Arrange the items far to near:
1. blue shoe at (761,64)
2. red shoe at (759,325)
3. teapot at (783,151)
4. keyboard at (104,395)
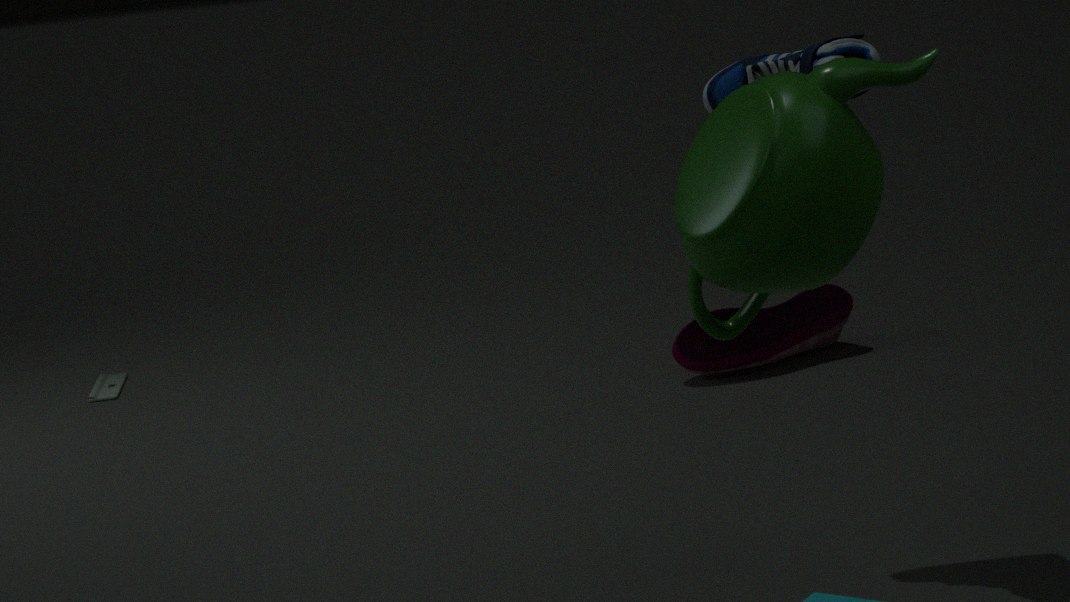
keyboard at (104,395) → red shoe at (759,325) → blue shoe at (761,64) → teapot at (783,151)
